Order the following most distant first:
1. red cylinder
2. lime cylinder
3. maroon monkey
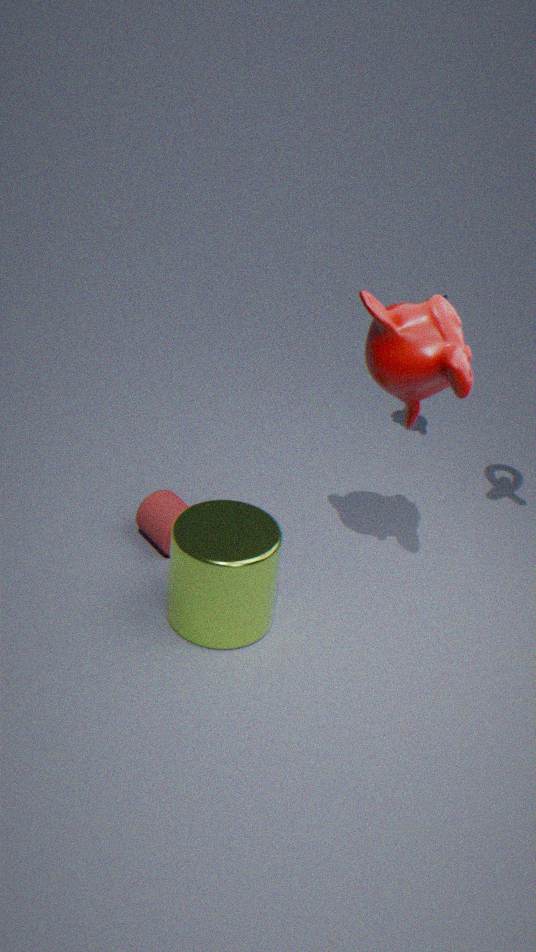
1. red cylinder
2. lime cylinder
3. maroon monkey
